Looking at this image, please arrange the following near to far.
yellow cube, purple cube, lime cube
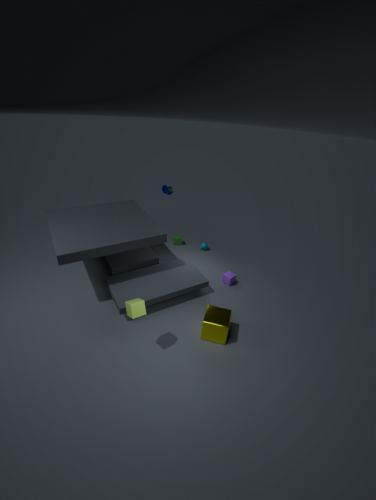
lime cube < yellow cube < purple cube
